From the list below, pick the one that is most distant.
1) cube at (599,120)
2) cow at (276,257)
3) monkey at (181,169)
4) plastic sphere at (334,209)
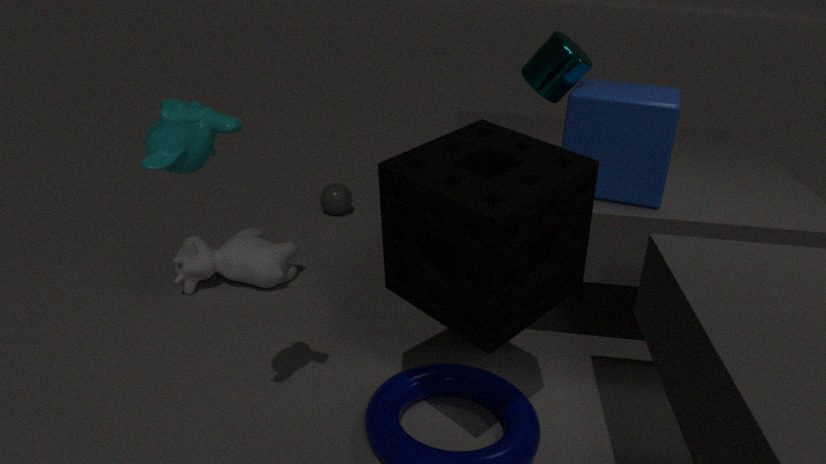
4. plastic sphere at (334,209)
